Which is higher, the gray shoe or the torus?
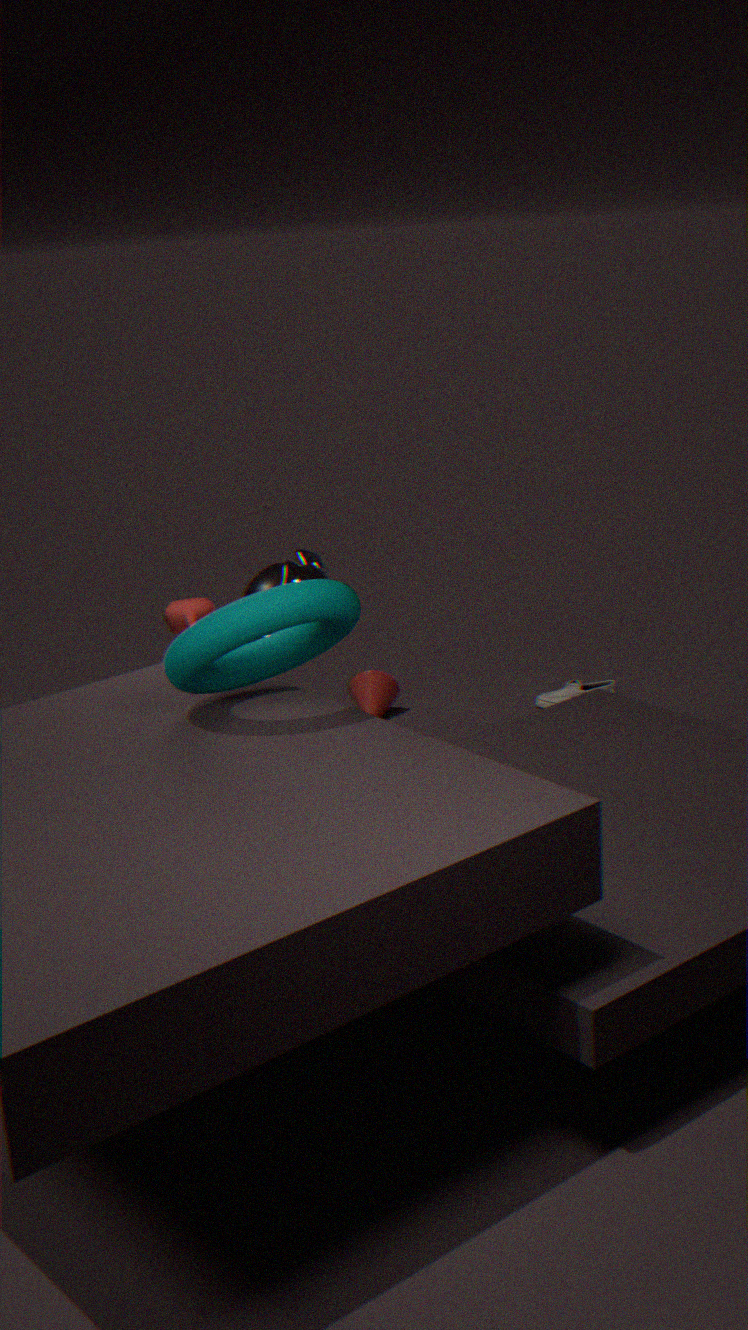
the torus
